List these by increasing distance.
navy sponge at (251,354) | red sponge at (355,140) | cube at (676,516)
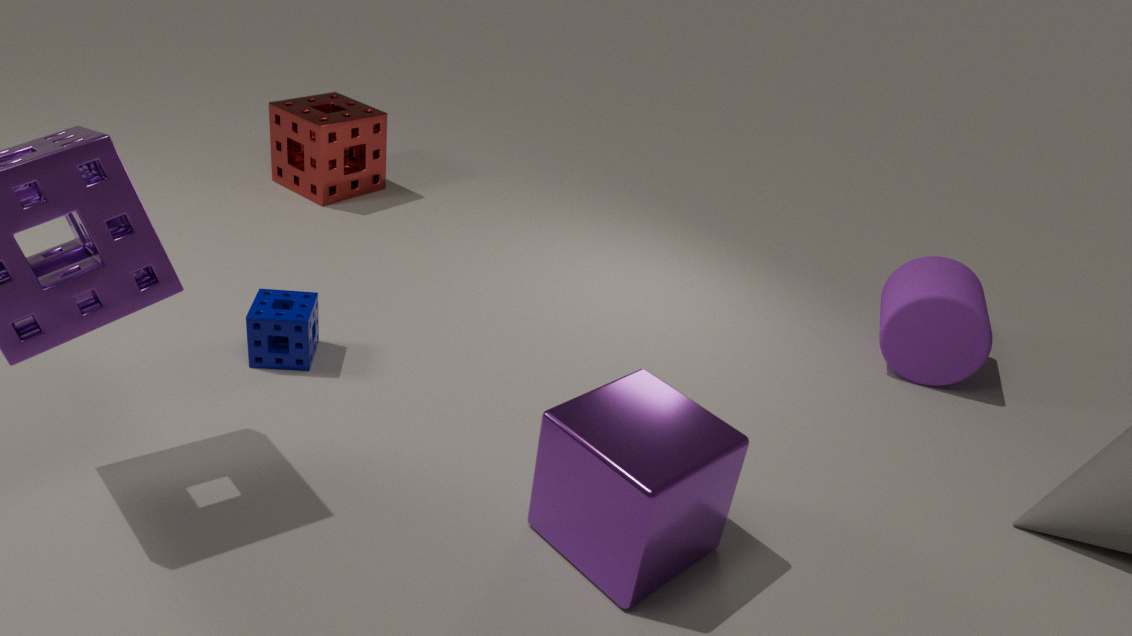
cube at (676,516) → navy sponge at (251,354) → red sponge at (355,140)
